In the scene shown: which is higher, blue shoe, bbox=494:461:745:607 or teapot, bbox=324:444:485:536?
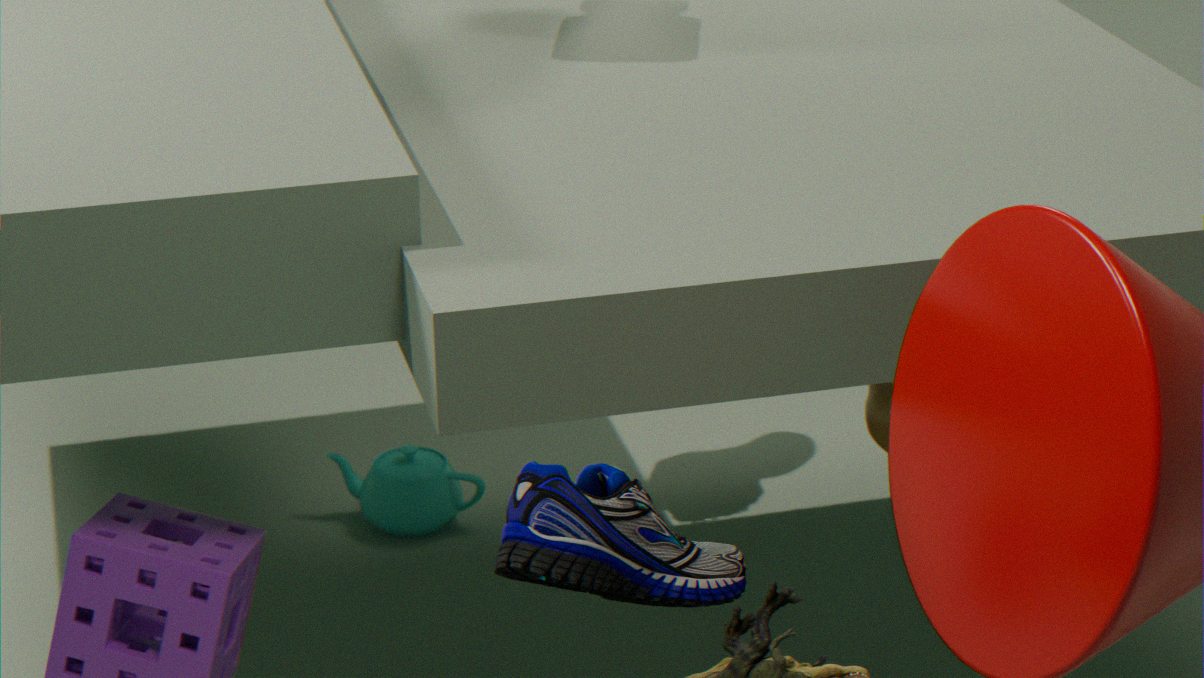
blue shoe, bbox=494:461:745:607
